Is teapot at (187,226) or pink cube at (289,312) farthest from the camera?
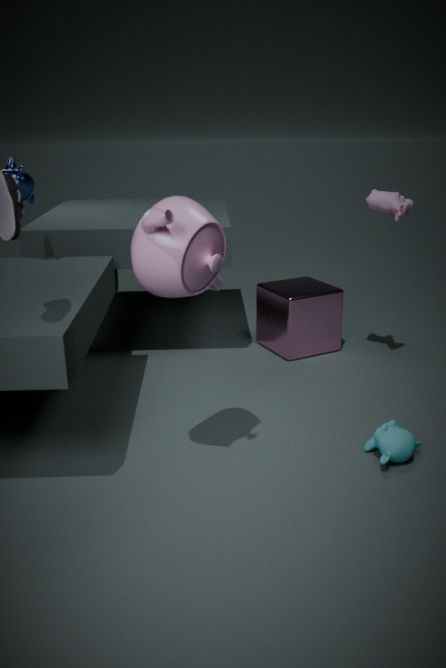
pink cube at (289,312)
